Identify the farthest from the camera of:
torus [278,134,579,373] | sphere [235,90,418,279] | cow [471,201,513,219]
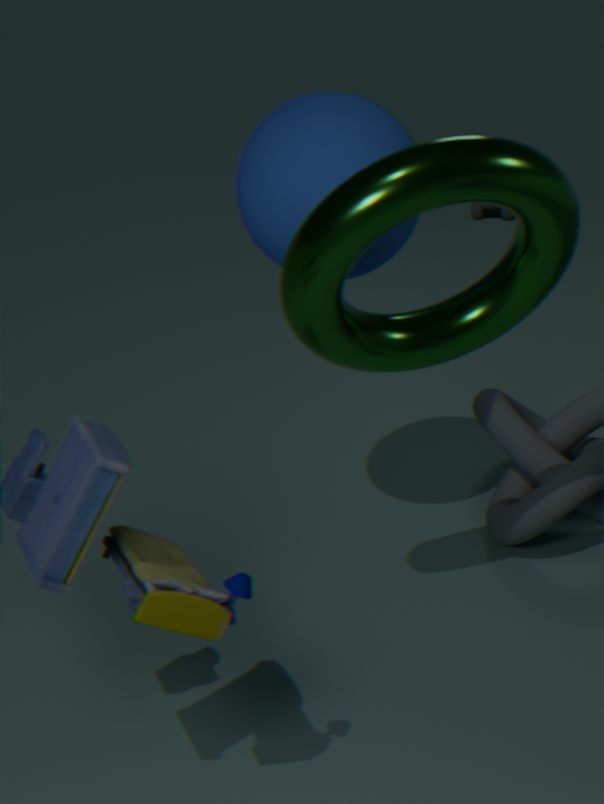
cow [471,201,513,219]
